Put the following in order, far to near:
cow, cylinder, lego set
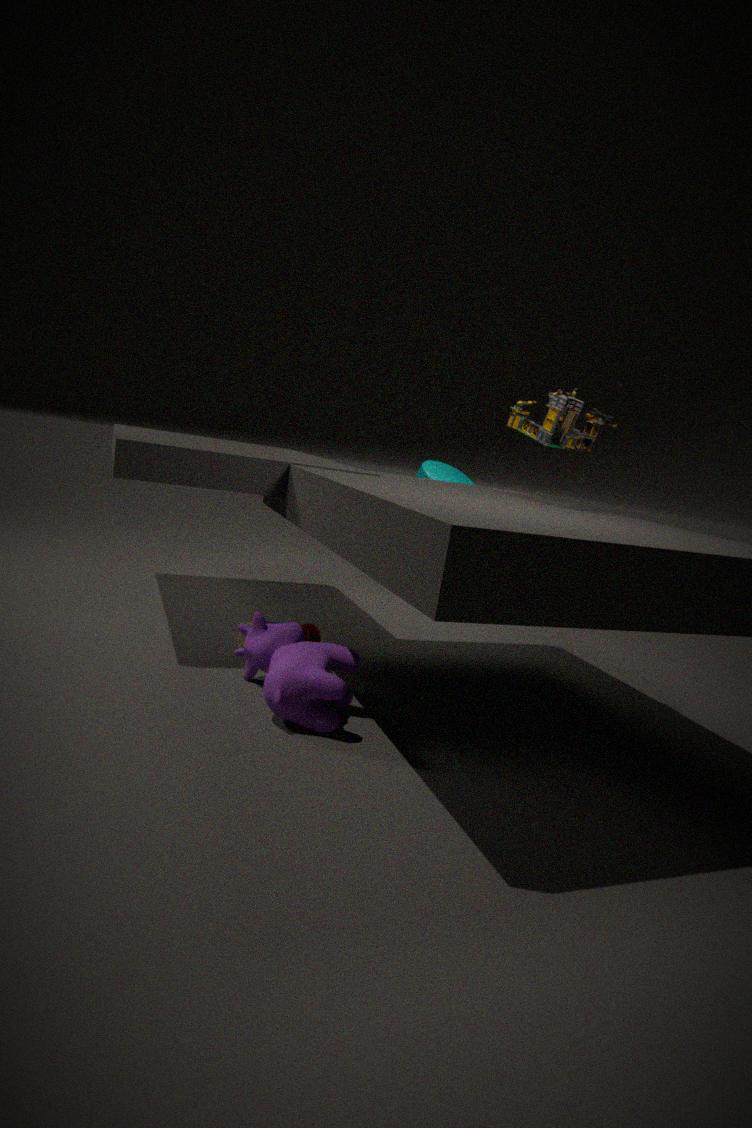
cylinder
lego set
cow
